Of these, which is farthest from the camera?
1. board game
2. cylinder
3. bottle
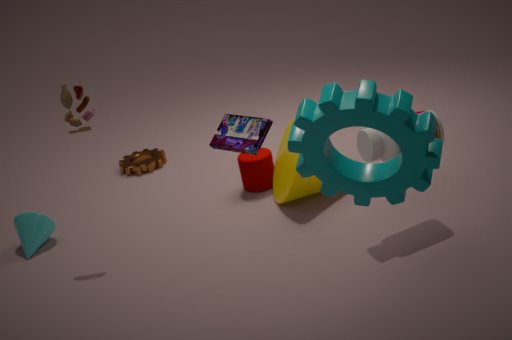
cylinder
